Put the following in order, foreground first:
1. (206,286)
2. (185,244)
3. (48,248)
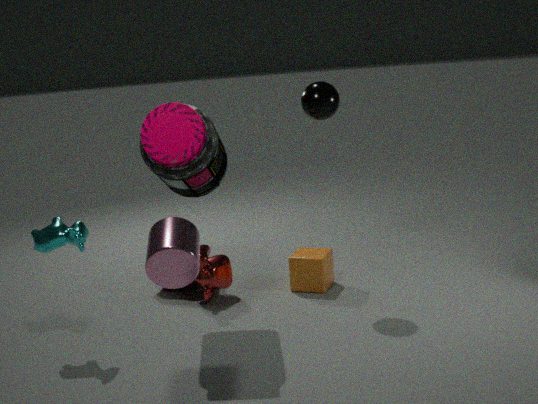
(185,244) → (48,248) → (206,286)
